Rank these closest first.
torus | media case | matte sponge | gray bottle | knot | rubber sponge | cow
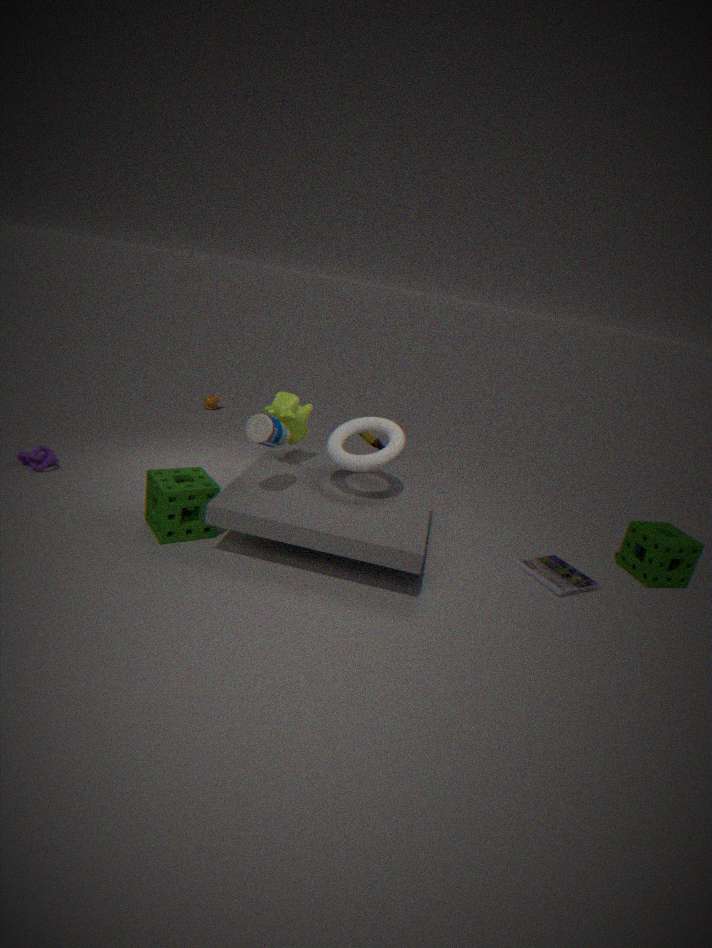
gray bottle
rubber sponge
torus
media case
cow
matte sponge
knot
